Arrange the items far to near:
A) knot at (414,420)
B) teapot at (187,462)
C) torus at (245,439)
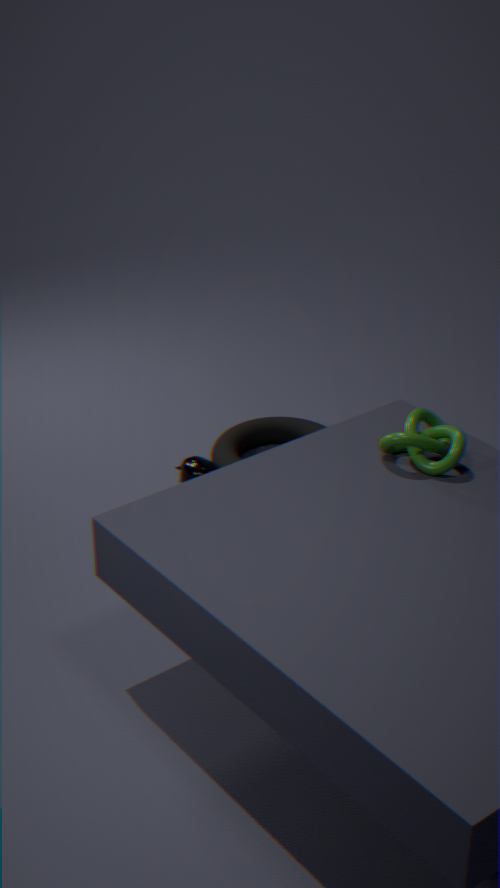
1. torus at (245,439)
2. teapot at (187,462)
3. knot at (414,420)
